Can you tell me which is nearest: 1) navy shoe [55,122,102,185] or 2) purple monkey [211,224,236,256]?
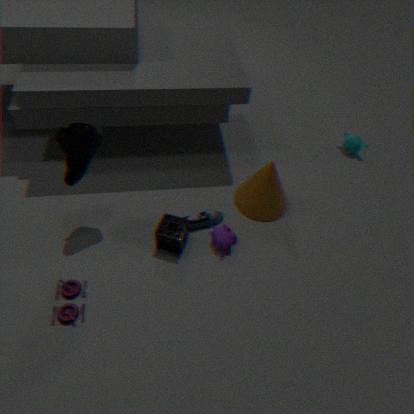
1. navy shoe [55,122,102,185]
